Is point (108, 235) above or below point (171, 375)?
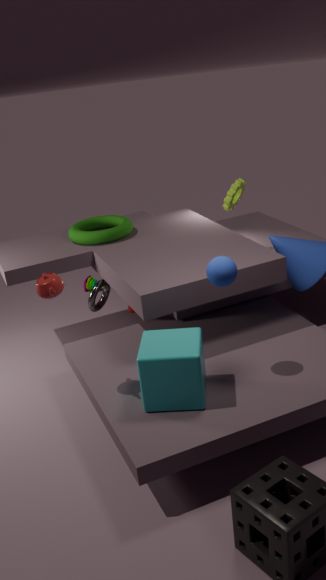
above
